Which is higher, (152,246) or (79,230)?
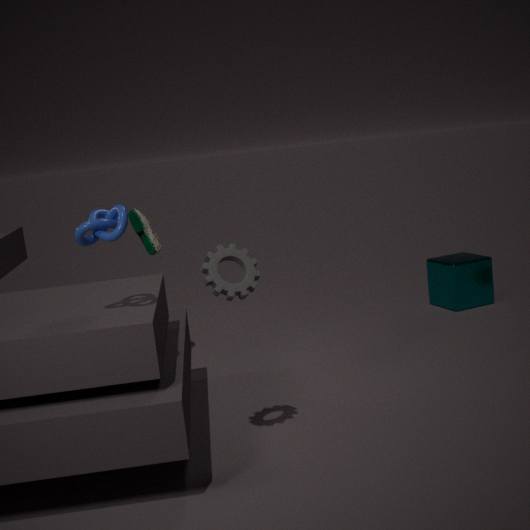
(79,230)
